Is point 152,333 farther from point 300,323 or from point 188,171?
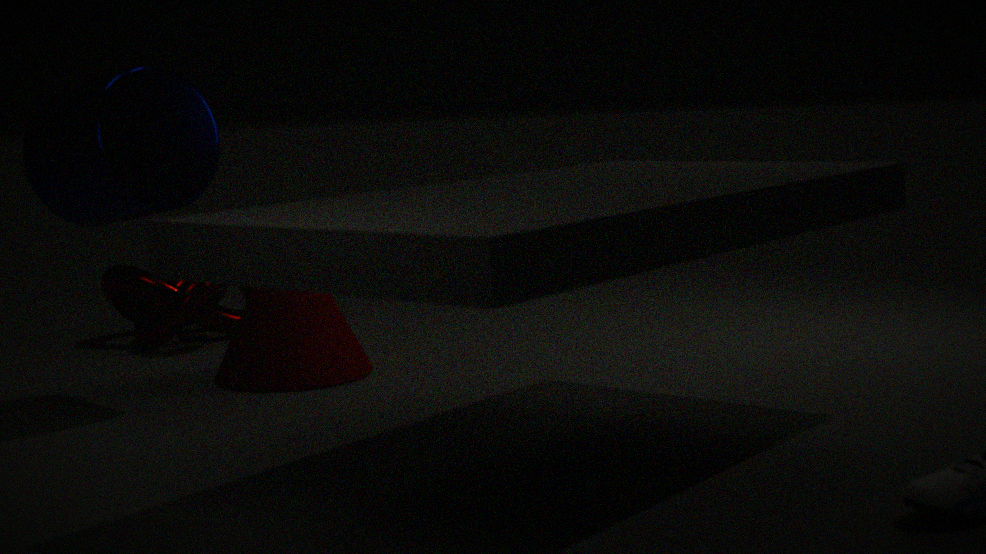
point 188,171
